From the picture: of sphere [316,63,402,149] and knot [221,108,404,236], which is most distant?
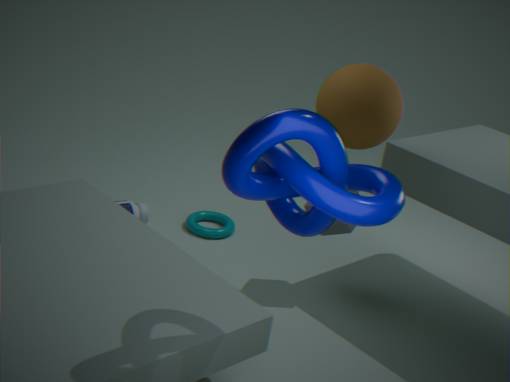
sphere [316,63,402,149]
